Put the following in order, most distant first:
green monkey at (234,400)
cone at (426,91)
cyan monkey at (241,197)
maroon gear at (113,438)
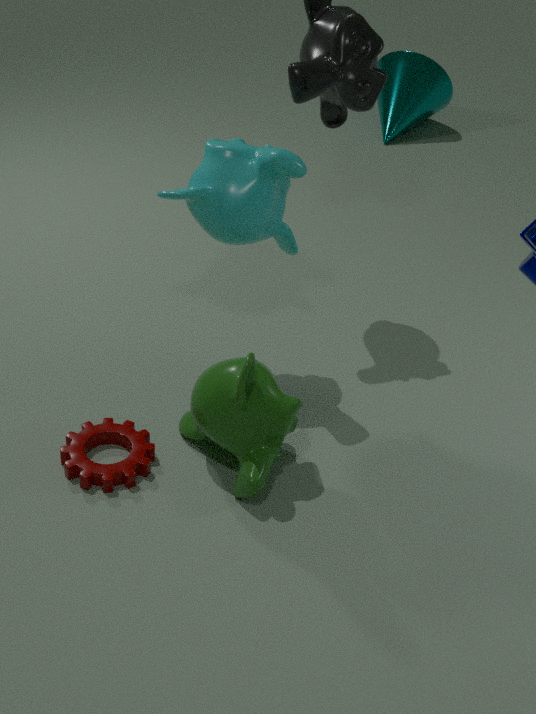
cone at (426,91) < cyan monkey at (241,197) < maroon gear at (113,438) < green monkey at (234,400)
